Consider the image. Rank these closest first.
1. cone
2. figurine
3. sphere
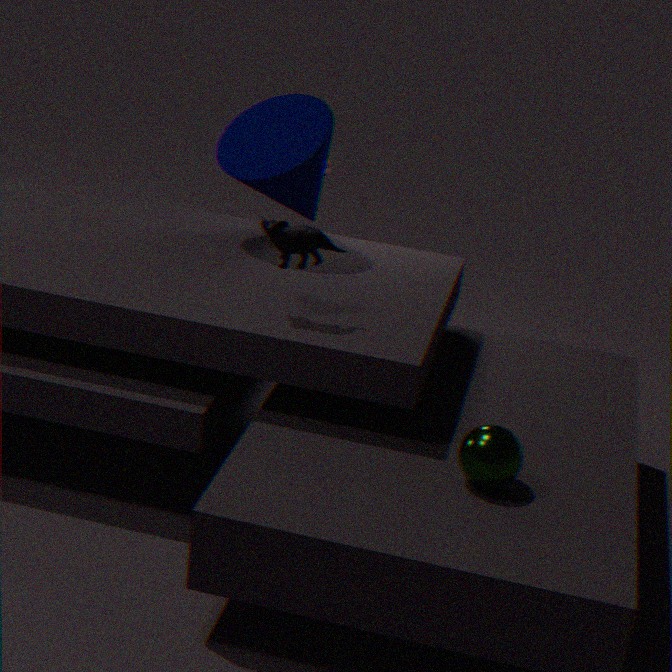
sphere < figurine < cone
